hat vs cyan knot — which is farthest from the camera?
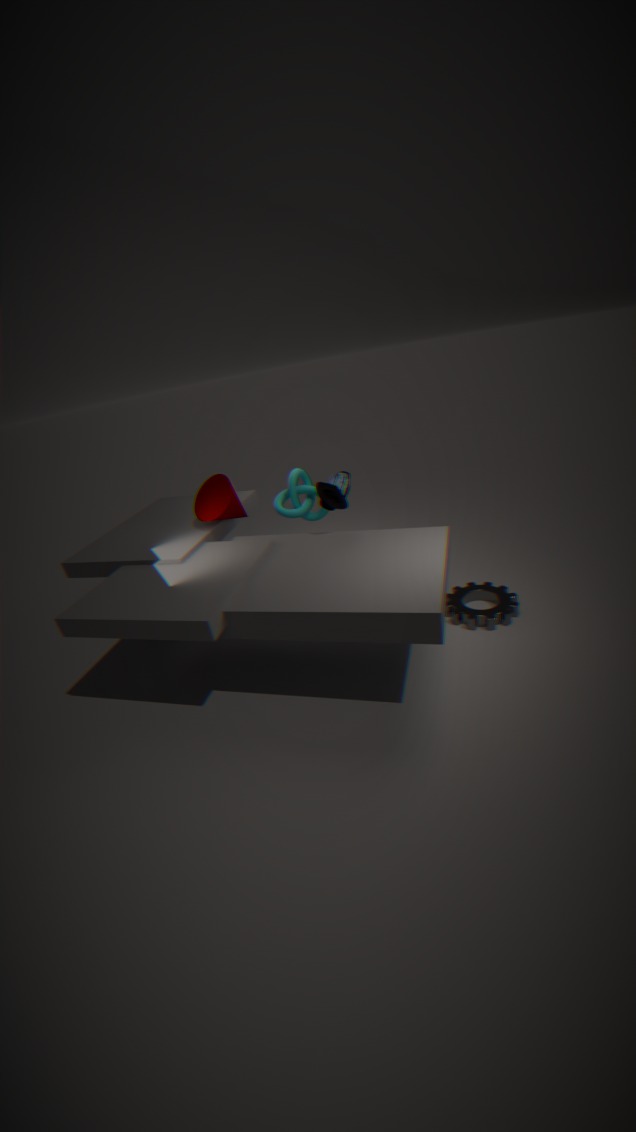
cyan knot
